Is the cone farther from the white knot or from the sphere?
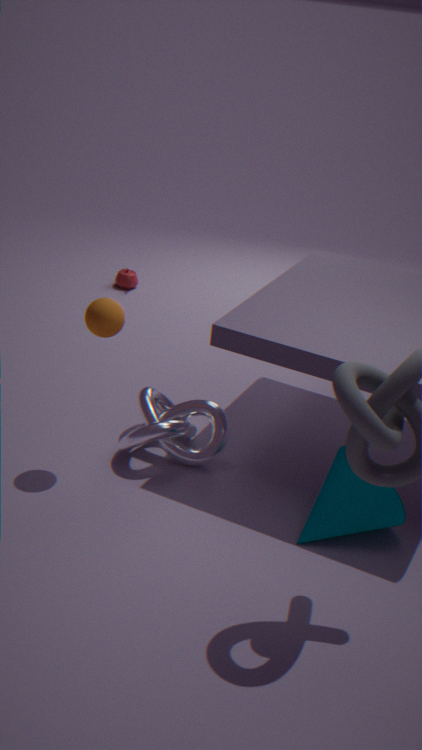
the sphere
